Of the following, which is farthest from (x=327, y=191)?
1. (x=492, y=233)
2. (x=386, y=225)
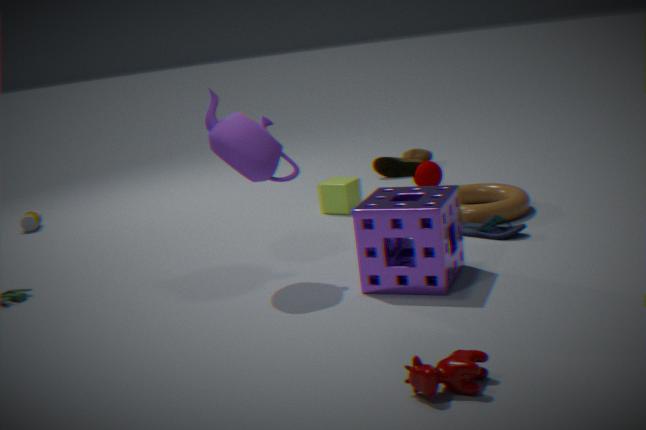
(x=386, y=225)
